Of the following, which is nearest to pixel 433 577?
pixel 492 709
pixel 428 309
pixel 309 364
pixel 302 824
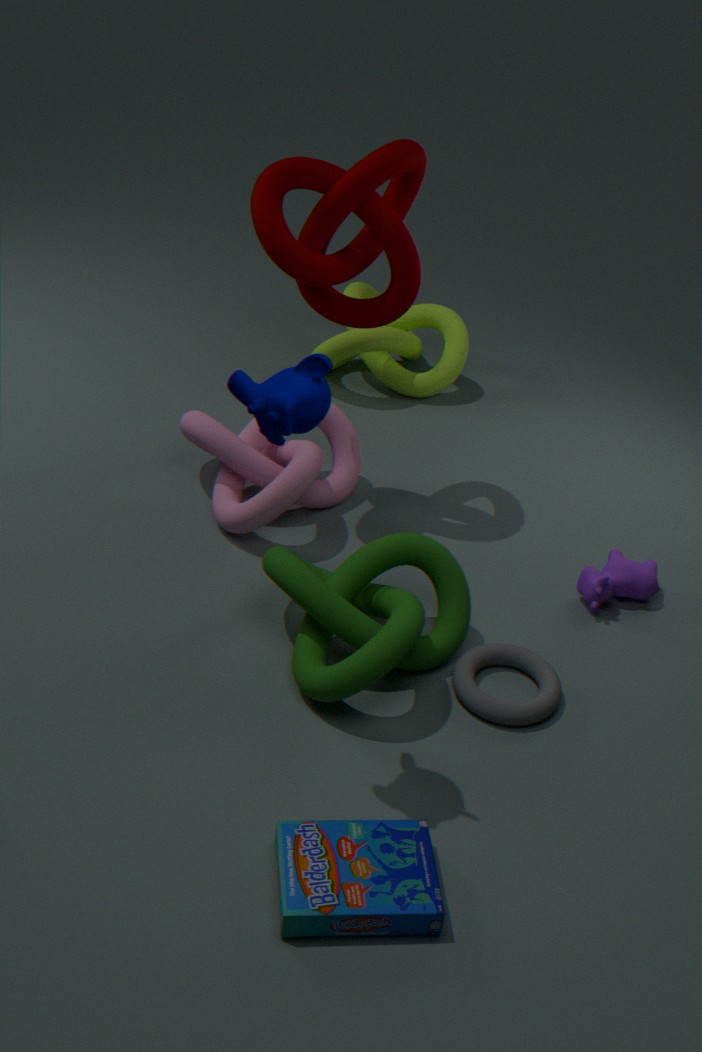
pixel 492 709
